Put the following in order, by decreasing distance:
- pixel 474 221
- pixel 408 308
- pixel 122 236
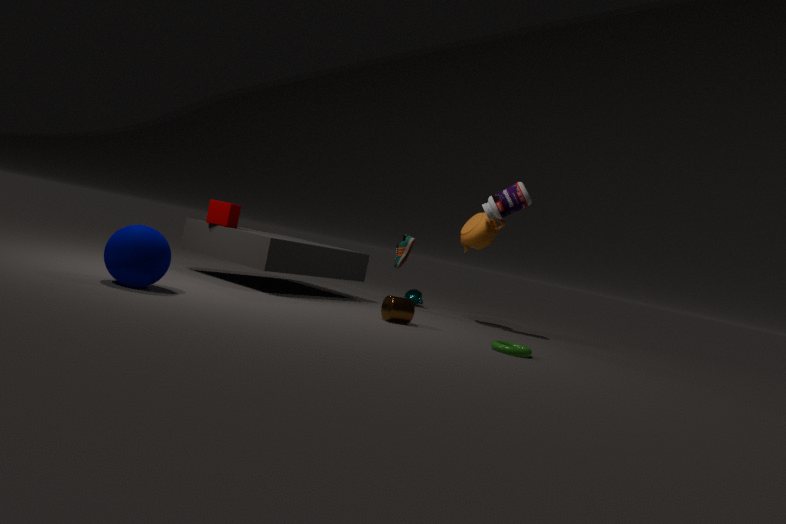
pixel 474 221 < pixel 408 308 < pixel 122 236
